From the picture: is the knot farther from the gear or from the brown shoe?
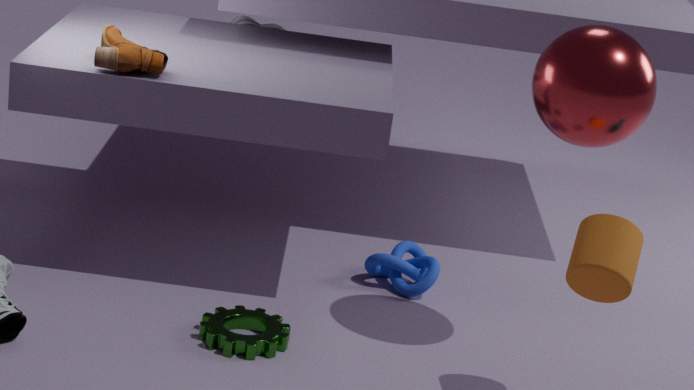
the brown shoe
